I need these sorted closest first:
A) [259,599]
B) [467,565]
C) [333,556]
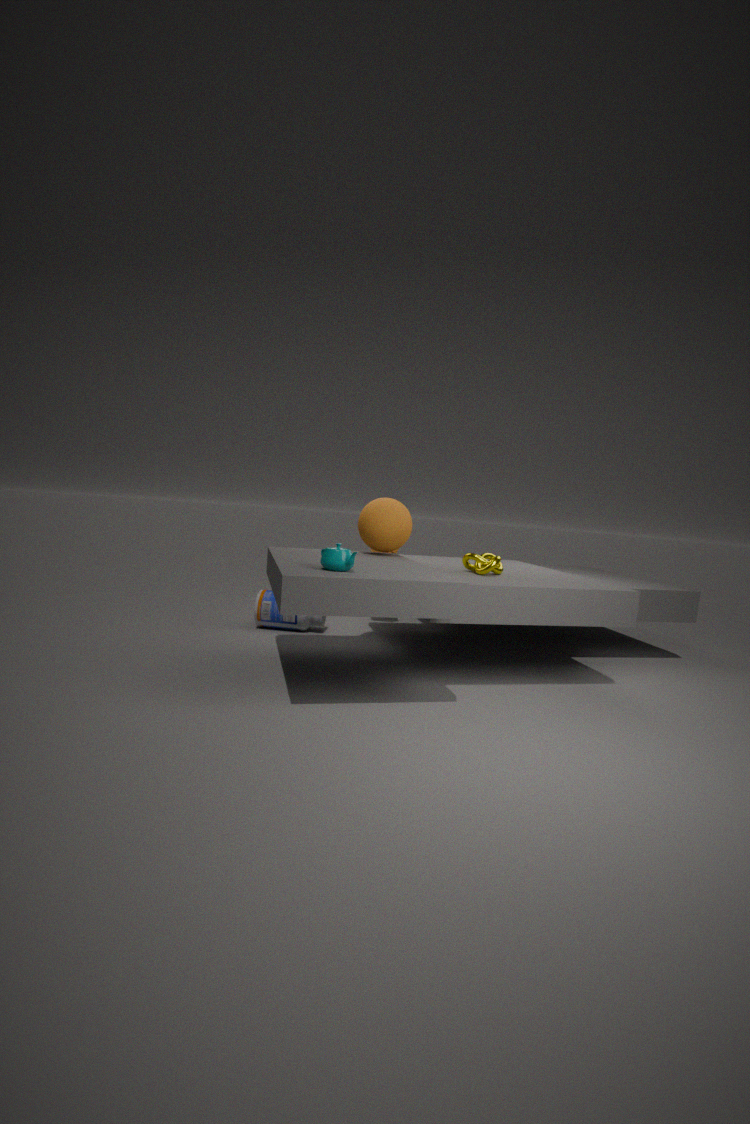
[333,556]
[467,565]
[259,599]
